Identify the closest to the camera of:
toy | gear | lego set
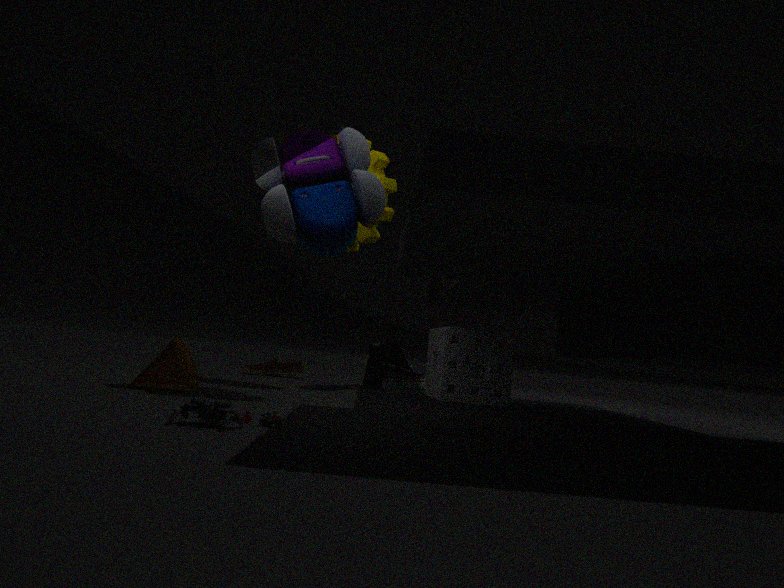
lego set
